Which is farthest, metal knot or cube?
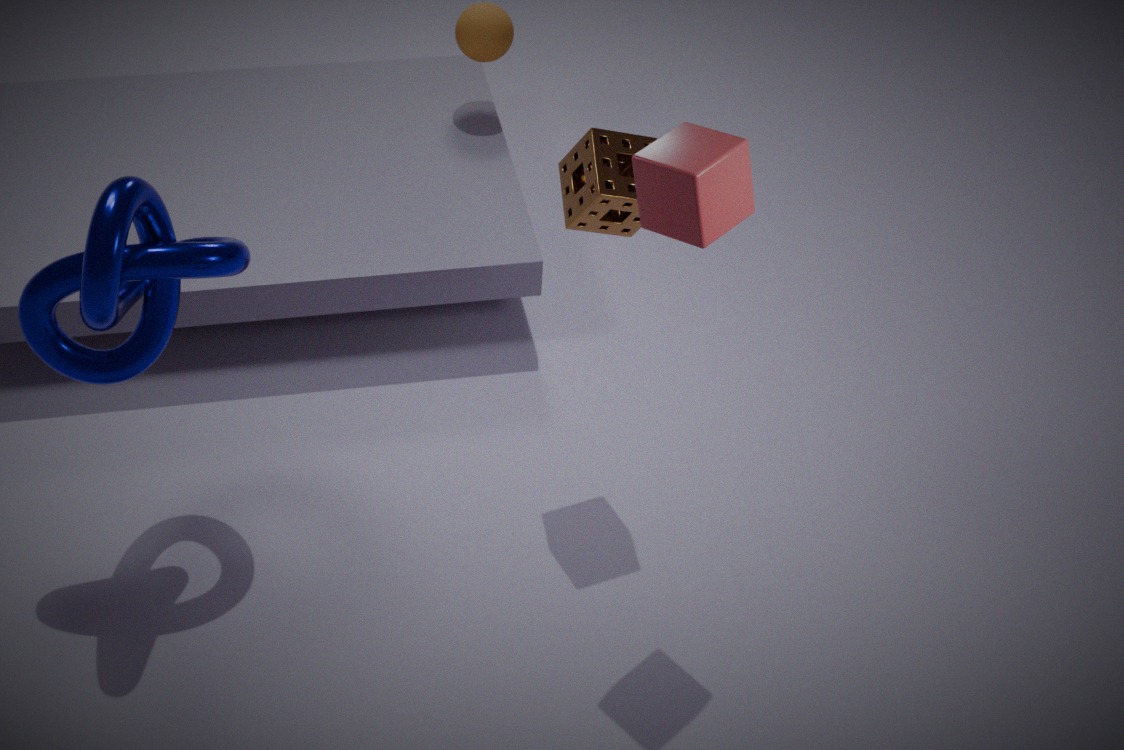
metal knot
